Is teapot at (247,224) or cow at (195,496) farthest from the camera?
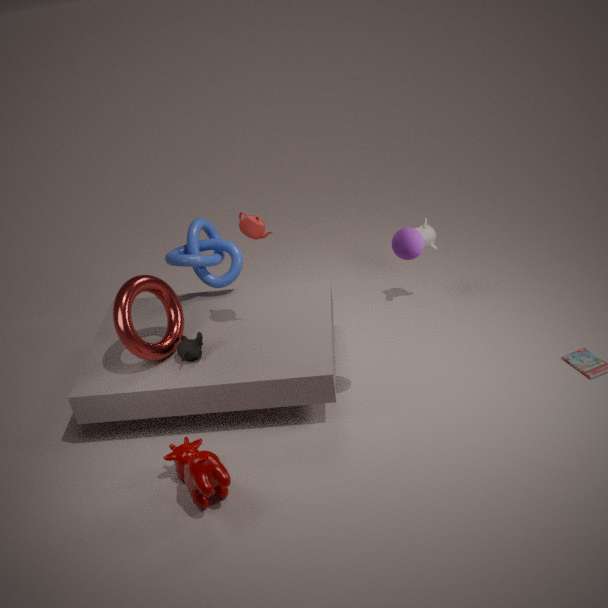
teapot at (247,224)
